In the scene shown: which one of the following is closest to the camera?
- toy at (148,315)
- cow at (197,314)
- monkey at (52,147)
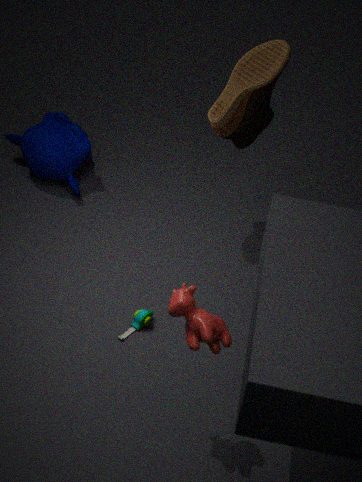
cow at (197,314)
